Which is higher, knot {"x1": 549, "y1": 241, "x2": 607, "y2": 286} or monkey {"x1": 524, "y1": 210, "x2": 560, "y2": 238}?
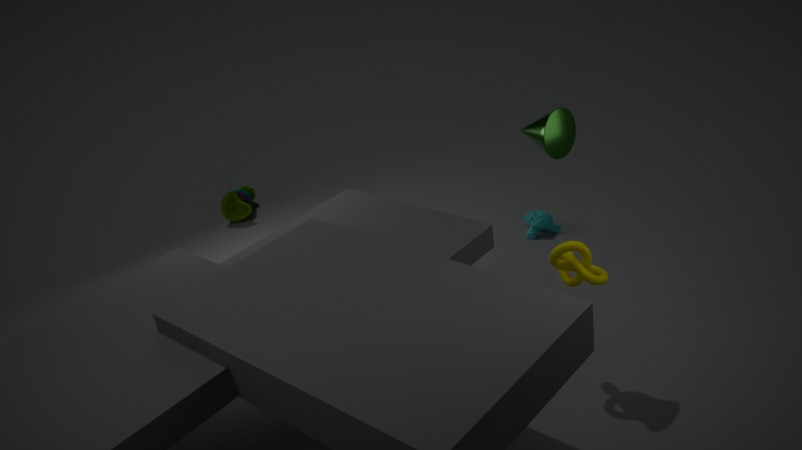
knot {"x1": 549, "y1": 241, "x2": 607, "y2": 286}
